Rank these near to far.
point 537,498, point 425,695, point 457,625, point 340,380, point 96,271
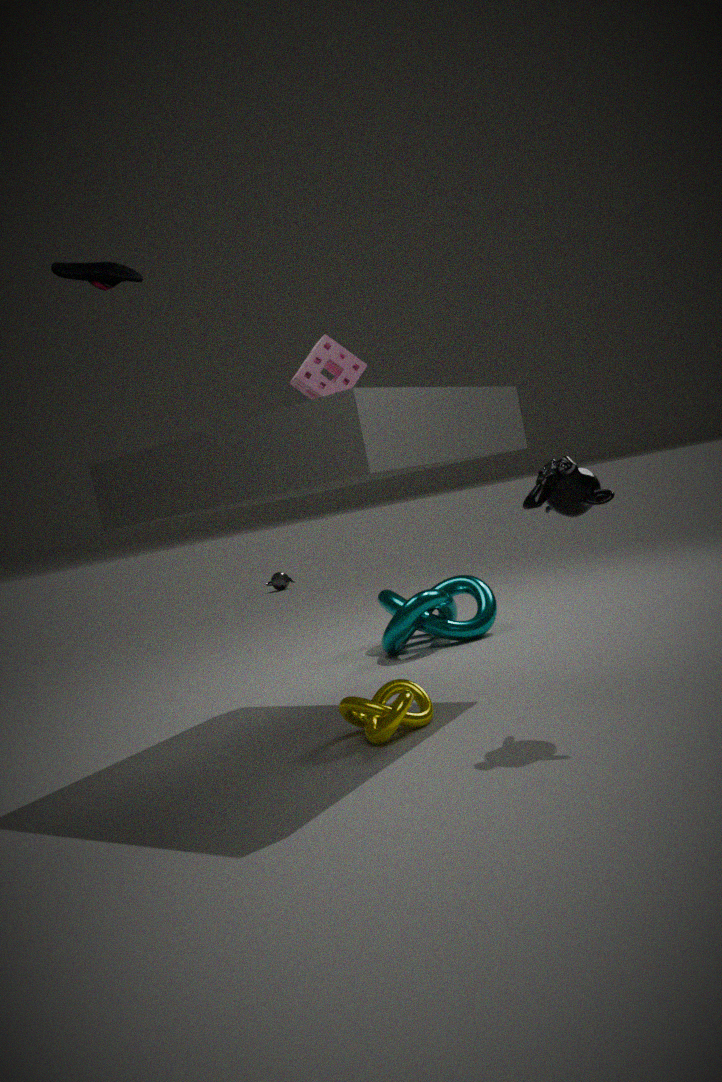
point 96,271 < point 537,498 < point 425,695 < point 340,380 < point 457,625
